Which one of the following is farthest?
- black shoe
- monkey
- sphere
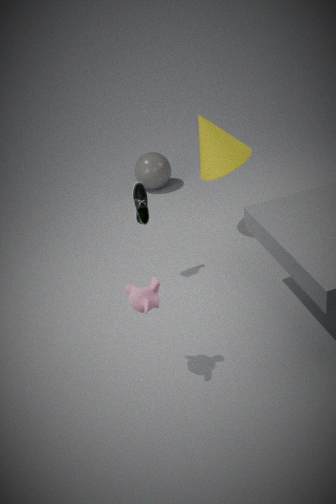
sphere
